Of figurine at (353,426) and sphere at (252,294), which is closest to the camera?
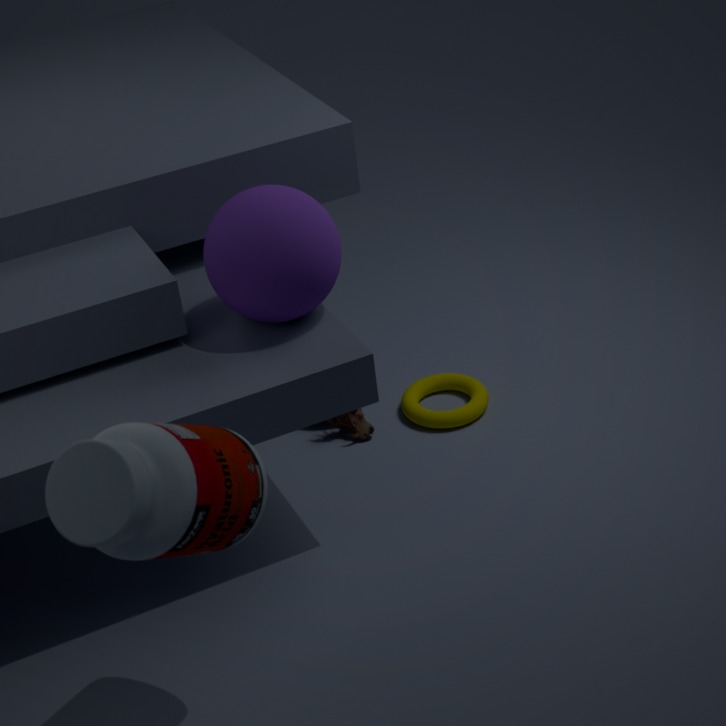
sphere at (252,294)
